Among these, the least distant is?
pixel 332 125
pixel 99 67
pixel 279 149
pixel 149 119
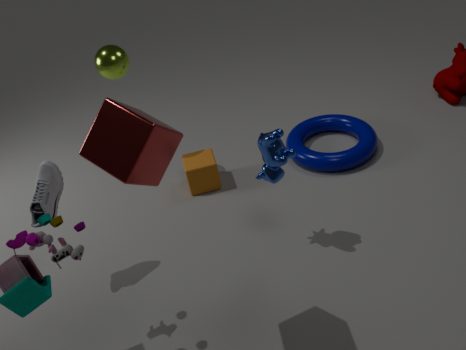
pixel 149 119
